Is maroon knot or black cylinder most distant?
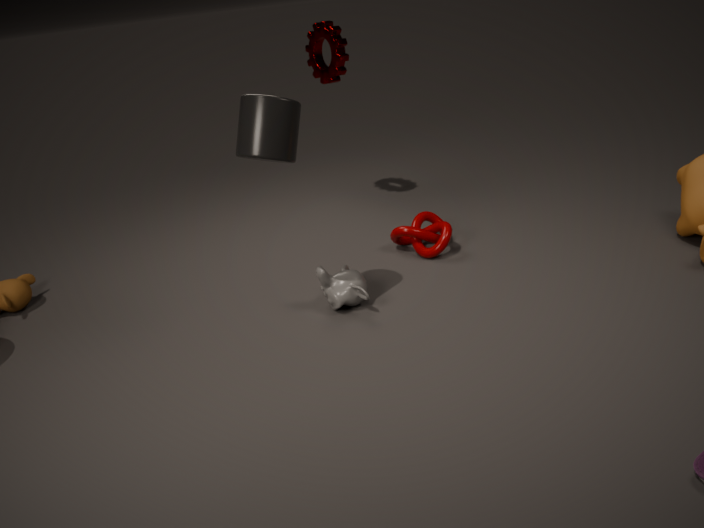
maroon knot
